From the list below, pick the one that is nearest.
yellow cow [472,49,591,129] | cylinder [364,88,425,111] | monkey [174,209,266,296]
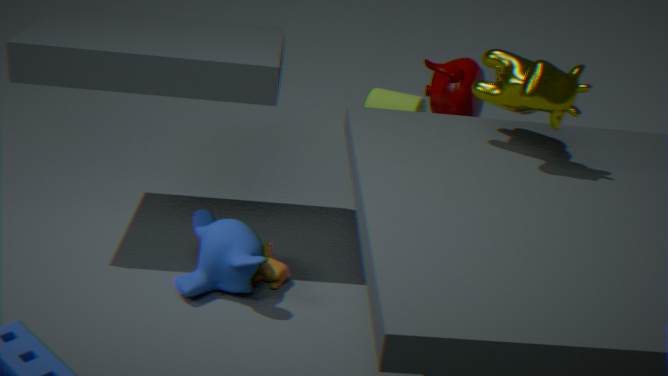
yellow cow [472,49,591,129]
